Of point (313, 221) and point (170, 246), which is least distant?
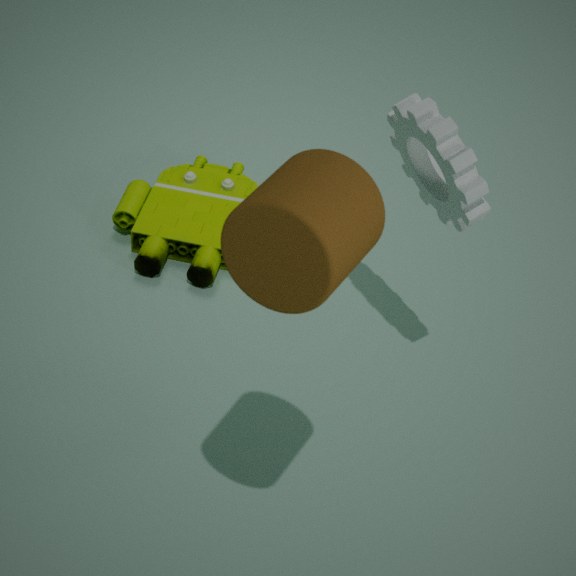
point (313, 221)
